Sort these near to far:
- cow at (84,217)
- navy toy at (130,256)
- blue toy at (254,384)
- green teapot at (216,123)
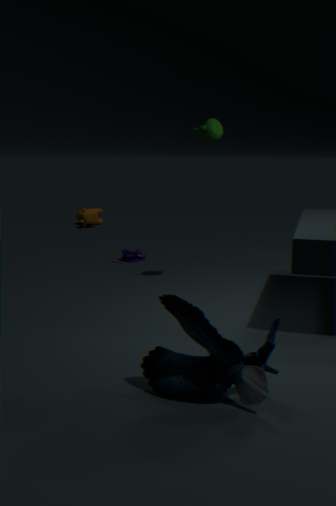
1. blue toy at (254,384)
2. green teapot at (216,123)
3. navy toy at (130,256)
4. cow at (84,217)
